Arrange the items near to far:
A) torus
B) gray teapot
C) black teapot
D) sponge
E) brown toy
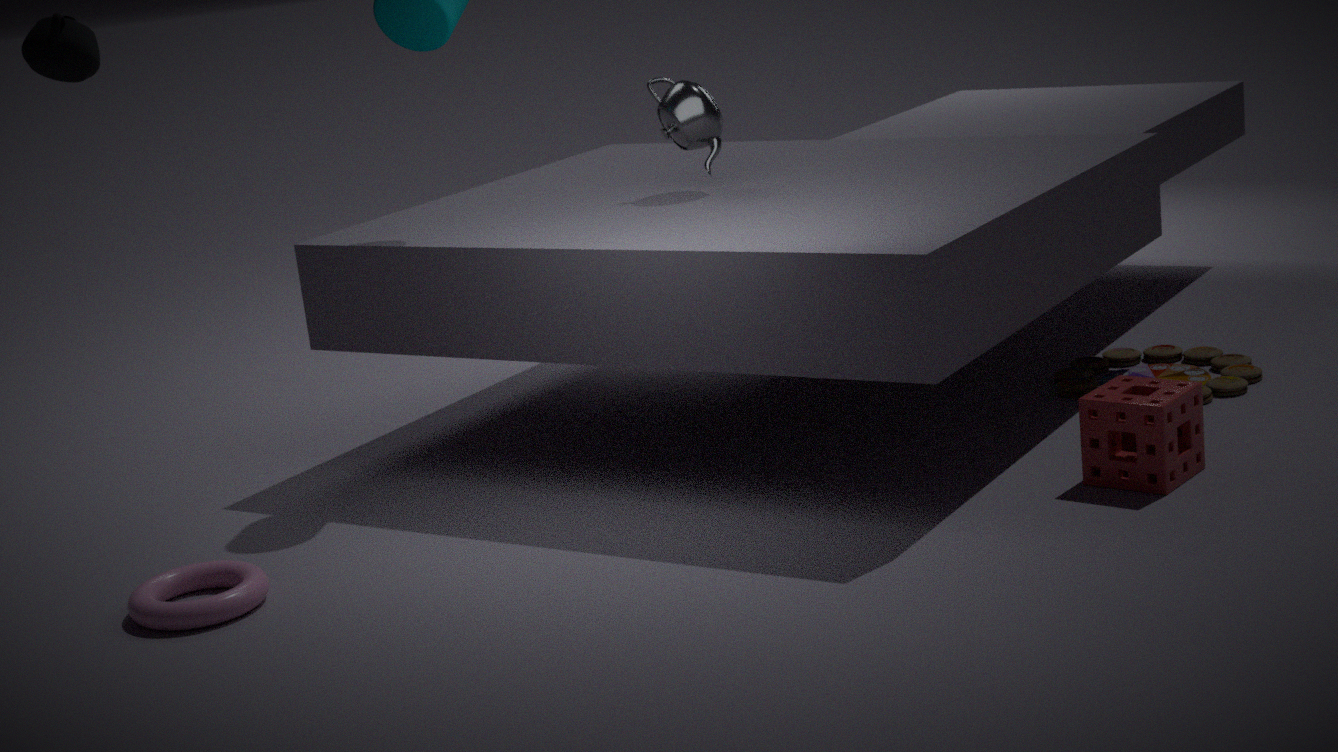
torus
sponge
black teapot
brown toy
gray teapot
